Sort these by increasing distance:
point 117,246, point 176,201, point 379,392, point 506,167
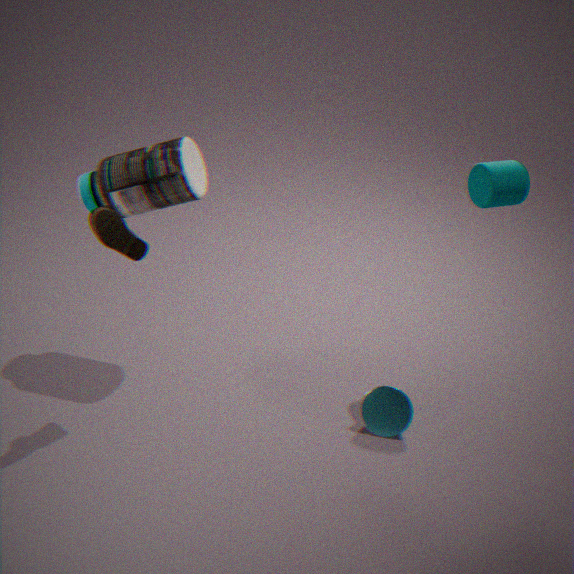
1. point 117,246
2. point 506,167
3. point 176,201
4. point 379,392
